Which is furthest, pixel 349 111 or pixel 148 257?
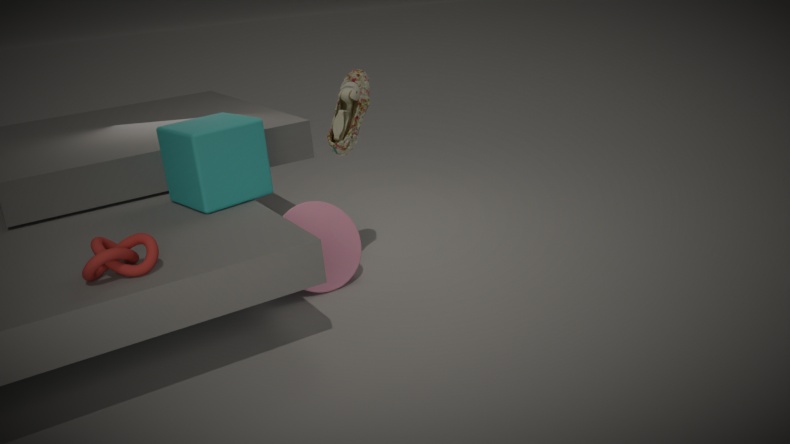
pixel 349 111
